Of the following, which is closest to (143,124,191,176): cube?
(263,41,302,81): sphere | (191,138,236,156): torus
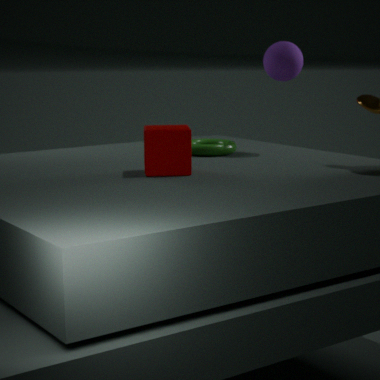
(191,138,236,156): torus
